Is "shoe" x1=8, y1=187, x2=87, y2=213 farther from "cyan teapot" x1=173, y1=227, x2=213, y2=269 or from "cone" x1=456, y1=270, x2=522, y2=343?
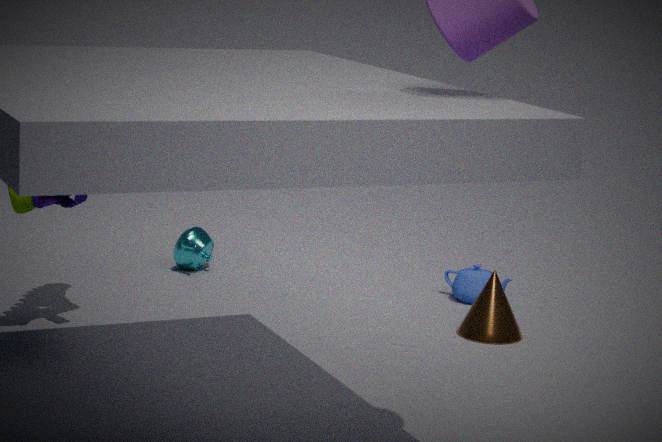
"cone" x1=456, y1=270, x2=522, y2=343
